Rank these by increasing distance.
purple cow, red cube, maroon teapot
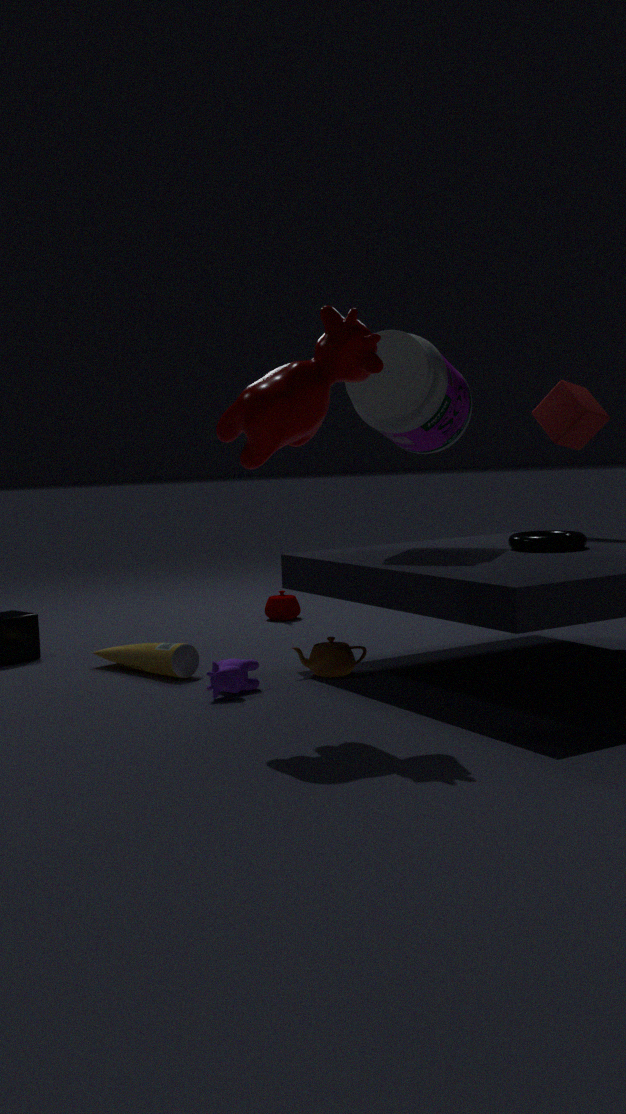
purple cow, red cube, maroon teapot
